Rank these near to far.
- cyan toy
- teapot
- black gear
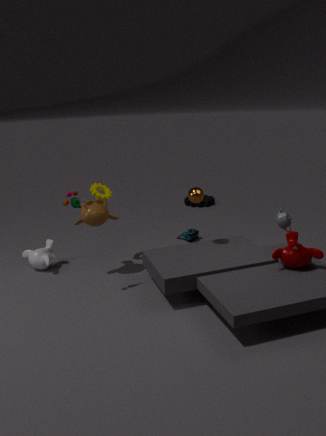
1. teapot
2. cyan toy
3. black gear
